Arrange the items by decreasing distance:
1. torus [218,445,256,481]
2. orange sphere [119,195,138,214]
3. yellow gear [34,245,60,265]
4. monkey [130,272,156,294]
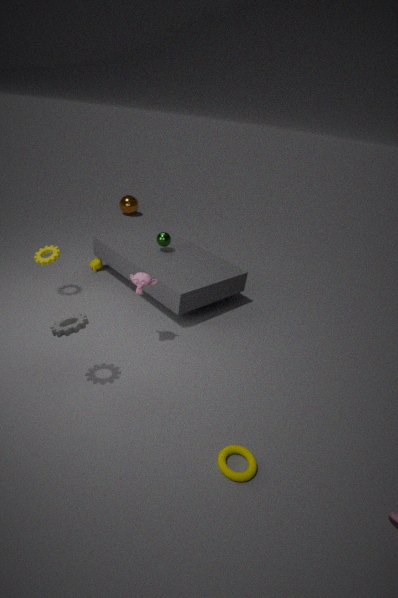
1. orange sphere [119,195,138,214]
2. yellow gear [34,245,60,265]
3. monkey [130,272,156,294]
4. torus [218,445,256,481]
